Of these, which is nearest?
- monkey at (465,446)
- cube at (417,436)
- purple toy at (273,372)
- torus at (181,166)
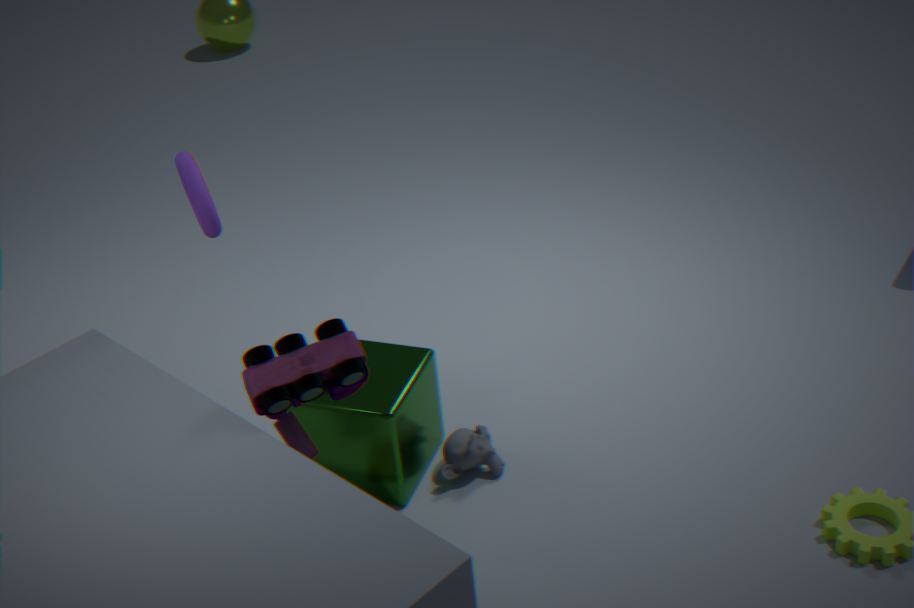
purple toy at (273,372)
